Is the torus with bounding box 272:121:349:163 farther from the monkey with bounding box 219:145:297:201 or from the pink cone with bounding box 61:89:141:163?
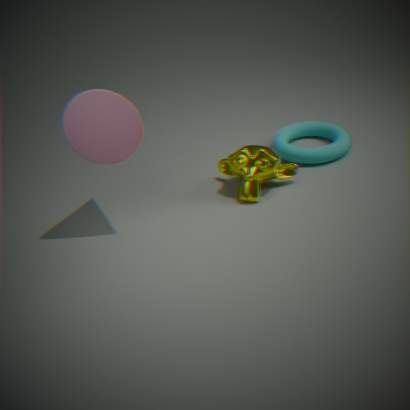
the pink cone with bounding box 61:89:141:163
